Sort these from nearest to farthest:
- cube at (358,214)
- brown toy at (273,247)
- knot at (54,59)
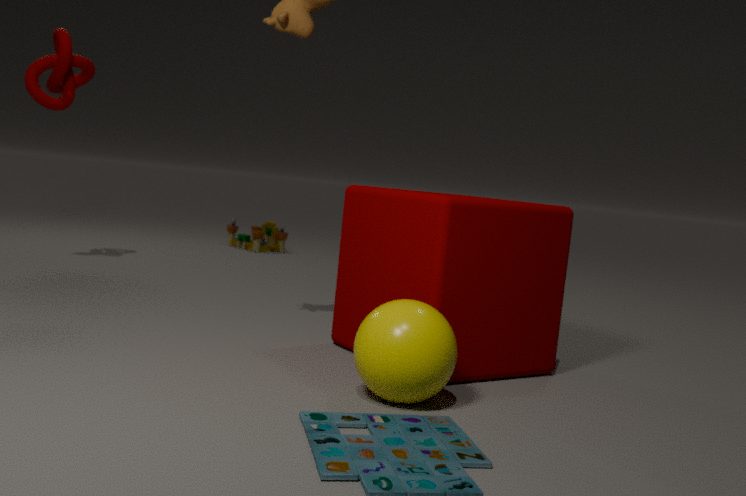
cube at (358,214) < knot at (54,59) < brown toy at (273,247)
